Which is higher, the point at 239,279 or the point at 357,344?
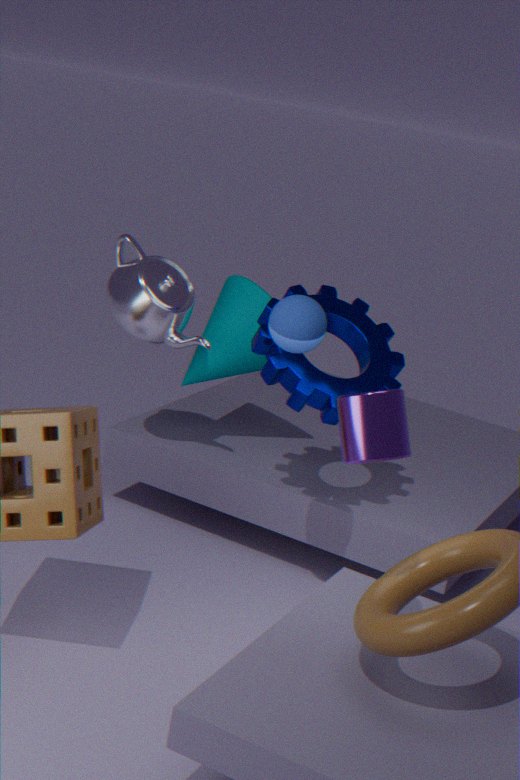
the point at 357,344
